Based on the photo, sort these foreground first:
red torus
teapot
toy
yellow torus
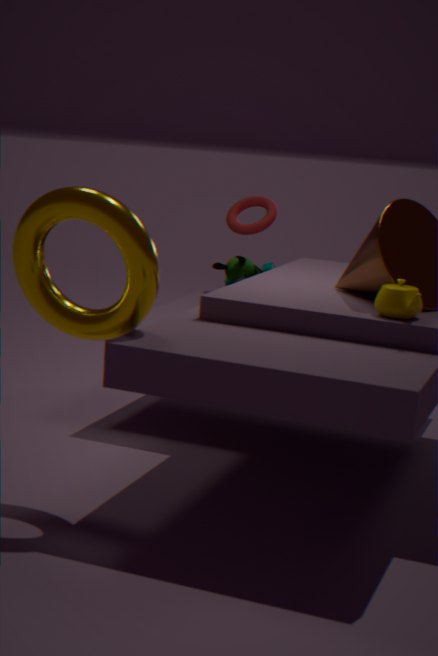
yellow torus, teapot, toy, red torus
